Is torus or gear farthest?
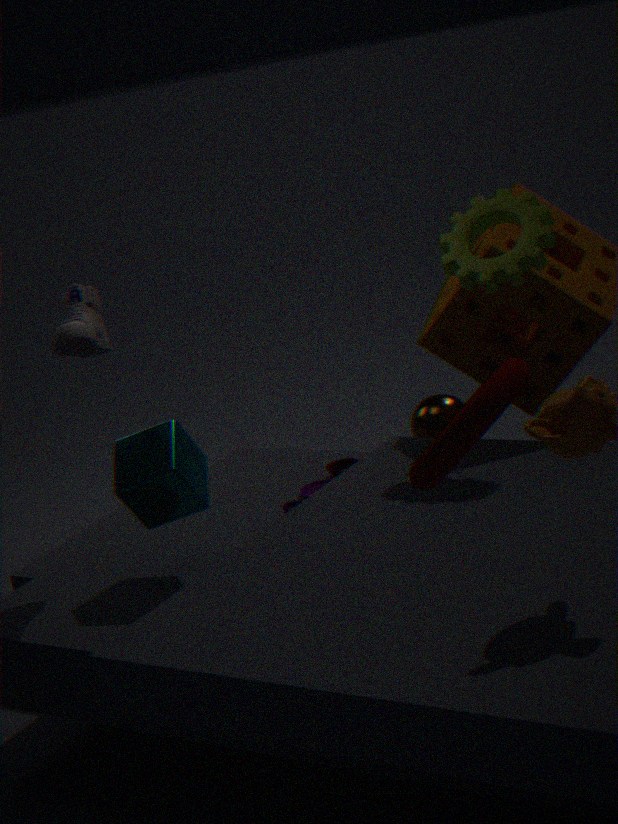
gear
